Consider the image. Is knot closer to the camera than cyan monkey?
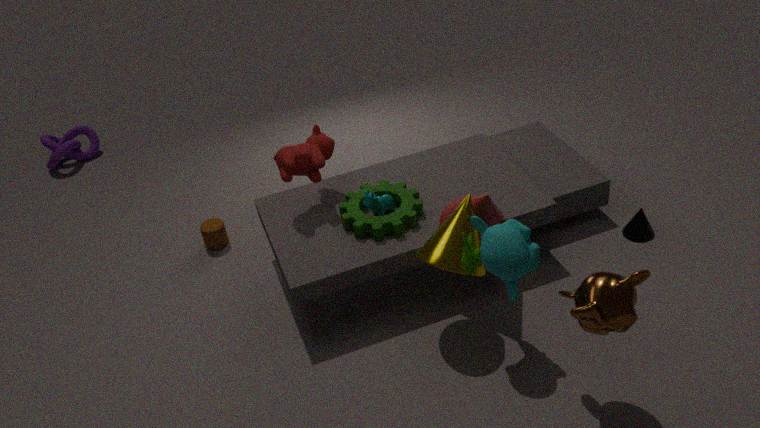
No
